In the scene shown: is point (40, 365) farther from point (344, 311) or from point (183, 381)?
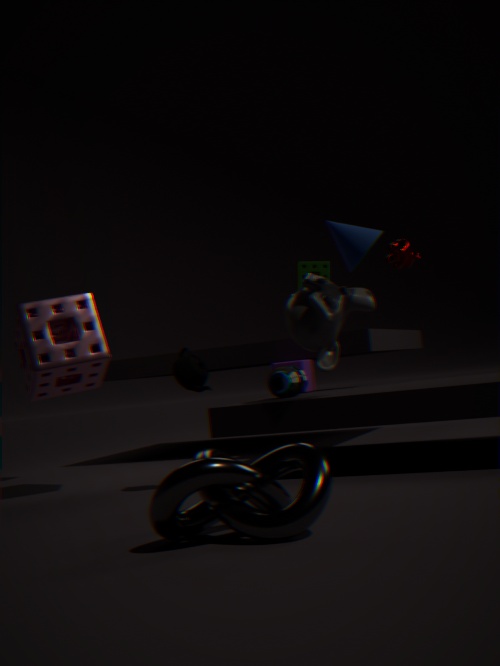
point (344, 311)
